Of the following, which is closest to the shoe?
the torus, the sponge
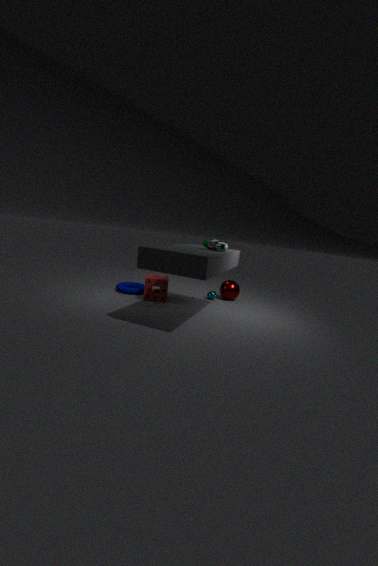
the sponge
